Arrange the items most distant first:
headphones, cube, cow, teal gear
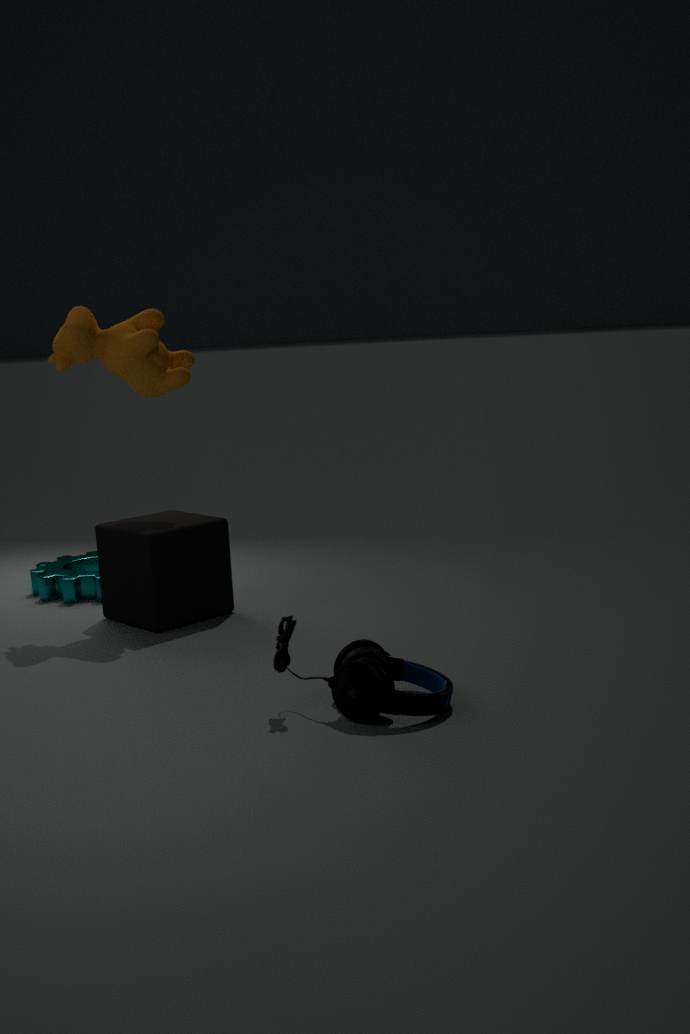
teal gear, cow, cube, headphones
